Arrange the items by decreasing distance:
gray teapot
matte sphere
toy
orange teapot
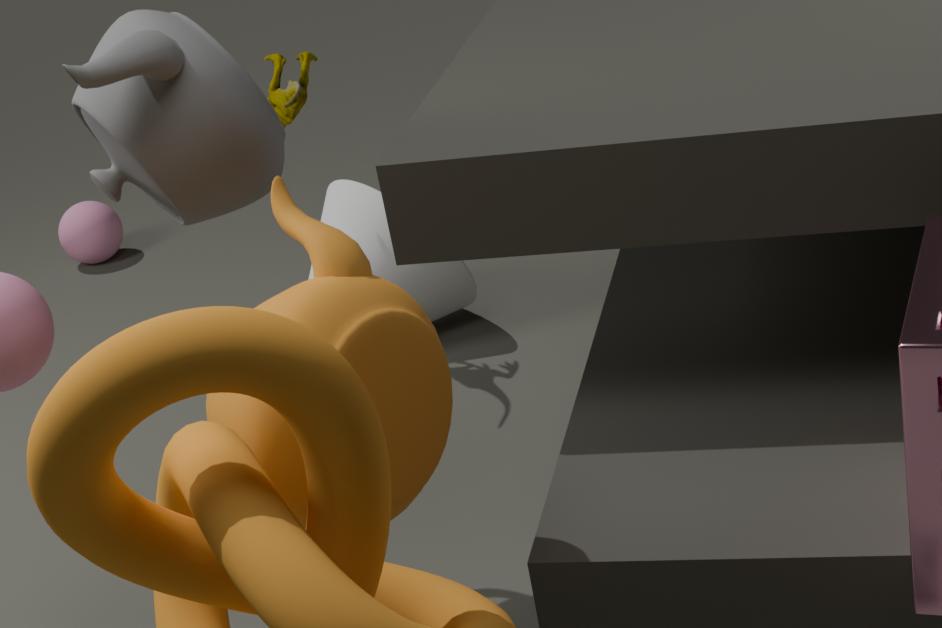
matte sphere < toy < gray teapot < orange teapot
